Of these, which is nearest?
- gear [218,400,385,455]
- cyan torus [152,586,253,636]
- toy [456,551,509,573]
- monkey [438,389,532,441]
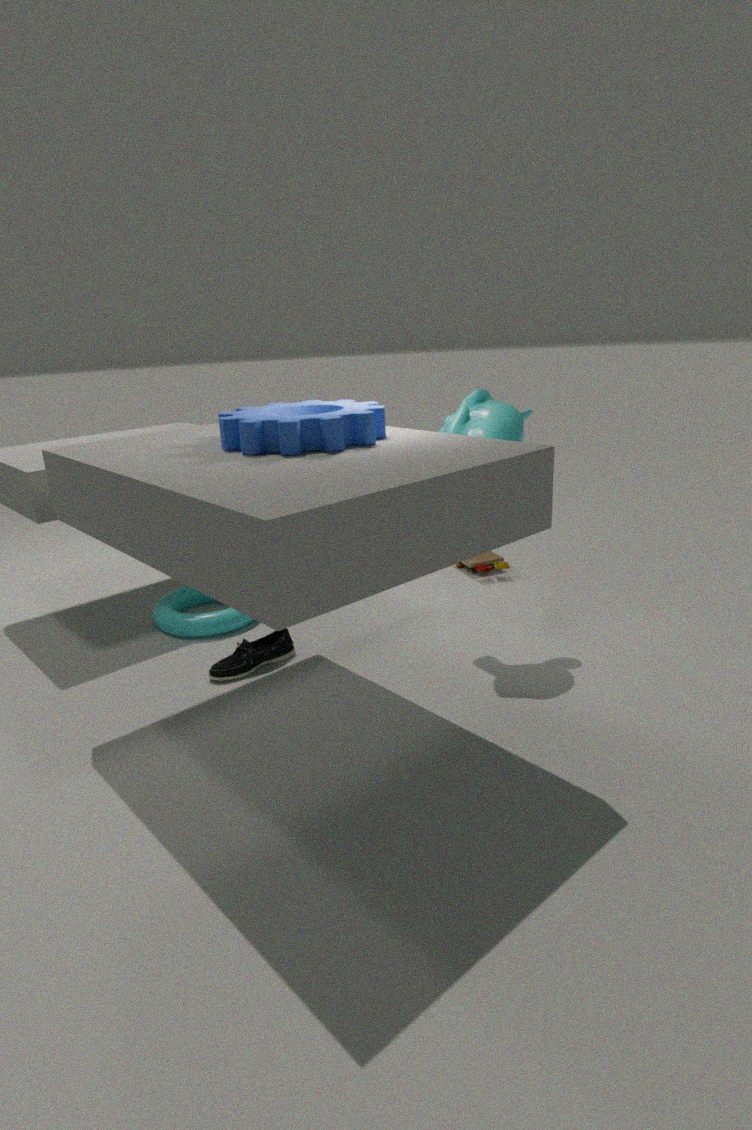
gear [218,400,385,455]
